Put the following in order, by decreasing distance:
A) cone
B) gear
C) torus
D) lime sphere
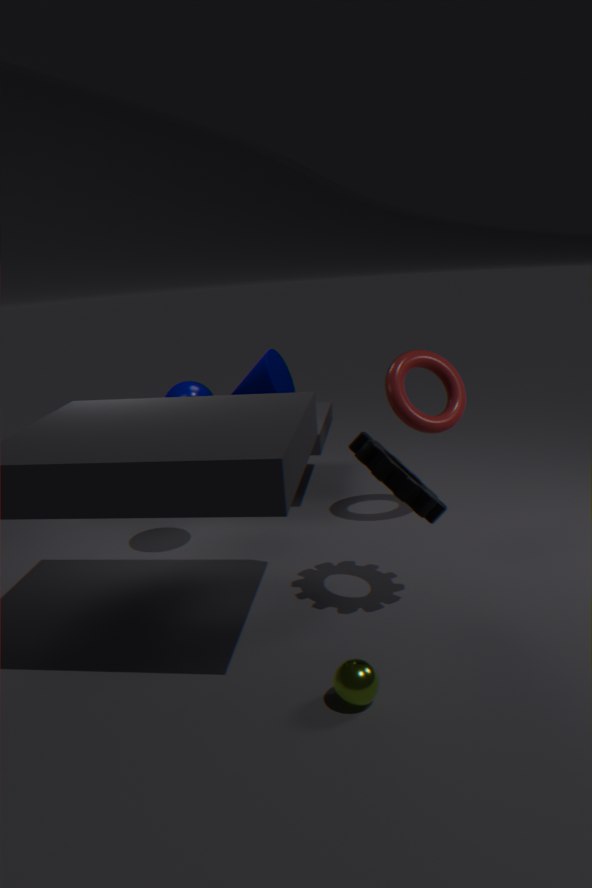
cone < torus < gear < lime sphere
